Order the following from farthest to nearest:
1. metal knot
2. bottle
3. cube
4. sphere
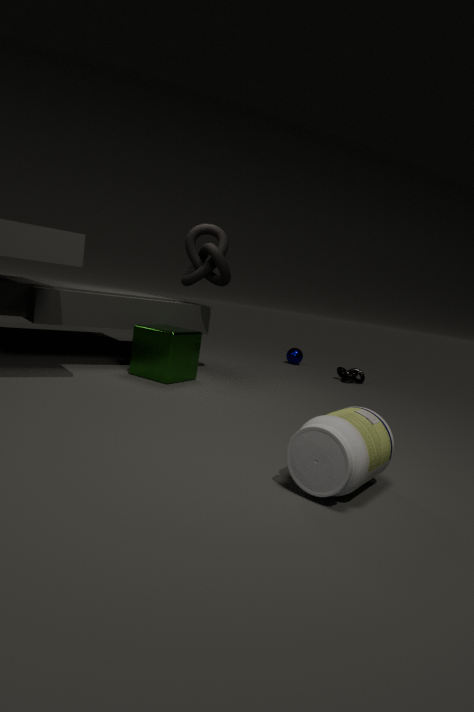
sphere < metal knot < cube < bottle
